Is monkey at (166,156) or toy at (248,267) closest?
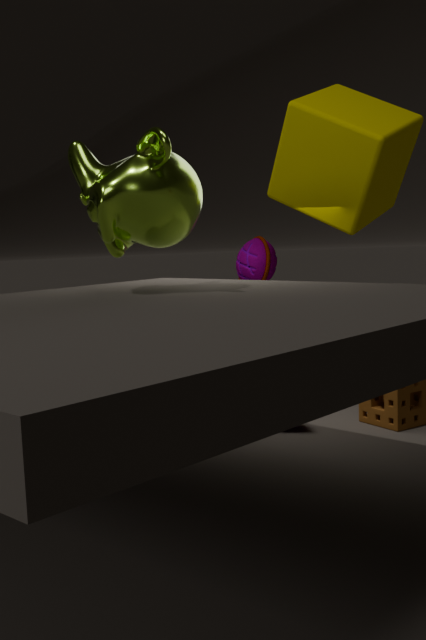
monkey at (166,156)
